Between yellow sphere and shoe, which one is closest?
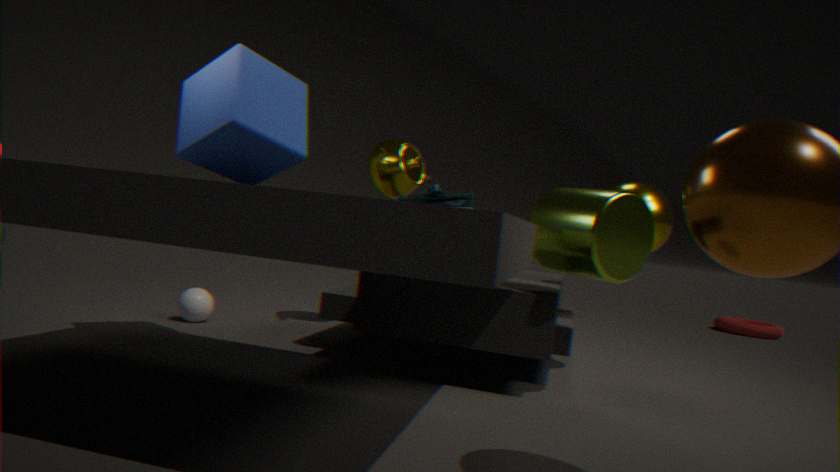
shoe
